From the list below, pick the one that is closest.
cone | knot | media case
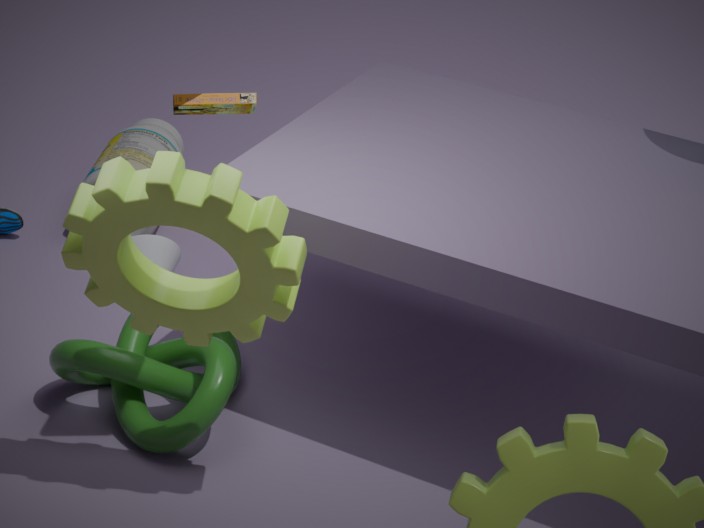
media case
